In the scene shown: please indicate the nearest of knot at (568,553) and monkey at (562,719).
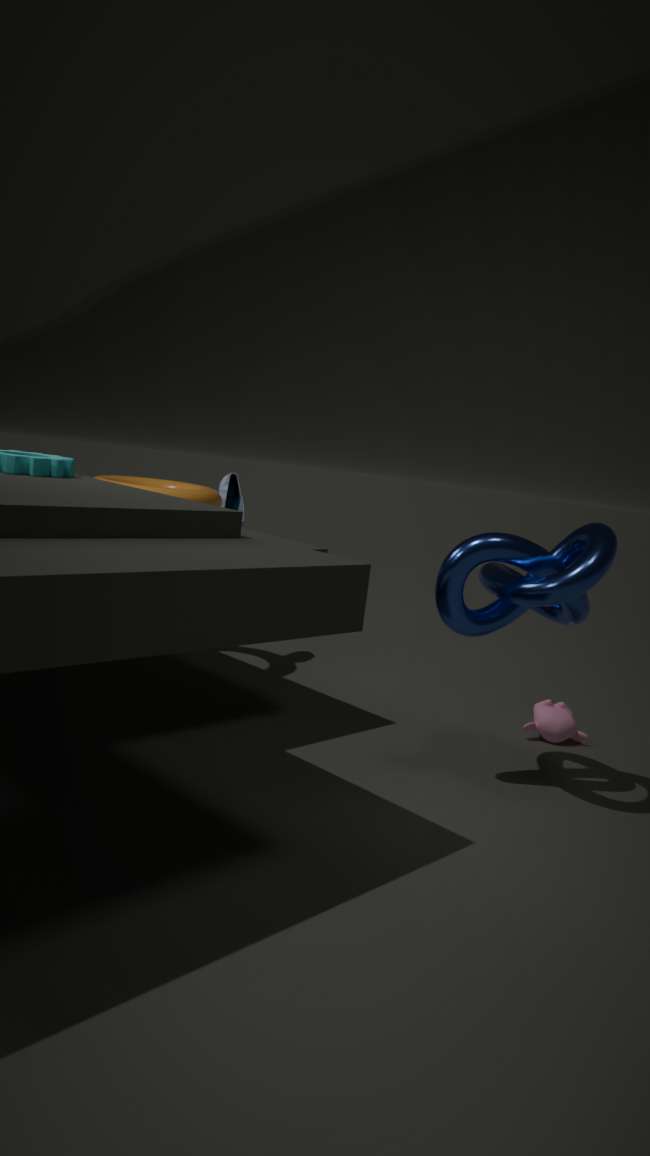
knot at (568,553)
